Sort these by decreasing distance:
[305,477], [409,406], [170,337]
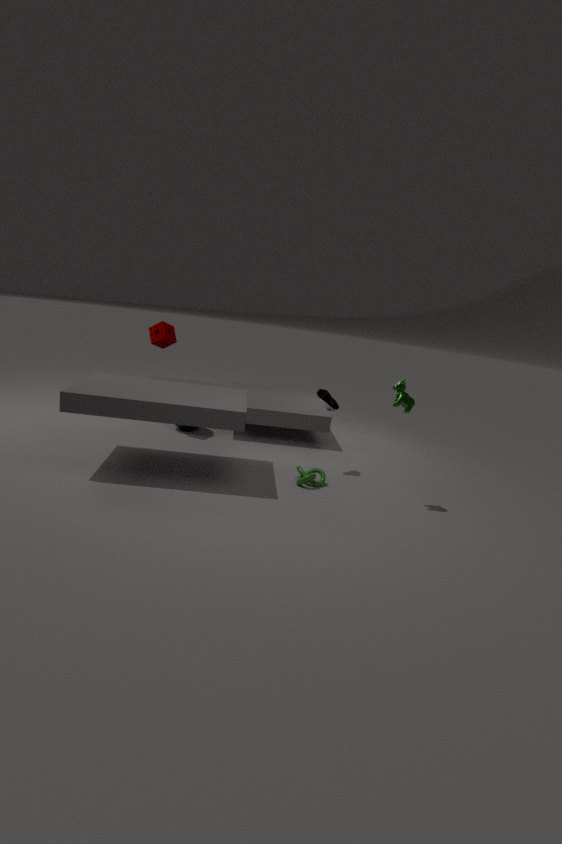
[170,337] < [305,477] < [409,406]
